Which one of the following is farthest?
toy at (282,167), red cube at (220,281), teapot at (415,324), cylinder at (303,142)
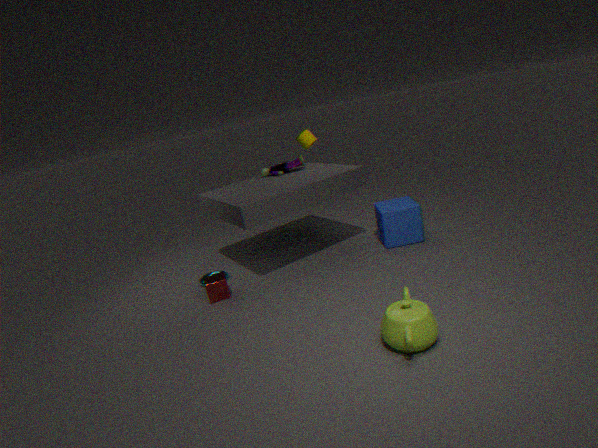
cylinder at (303,142)
